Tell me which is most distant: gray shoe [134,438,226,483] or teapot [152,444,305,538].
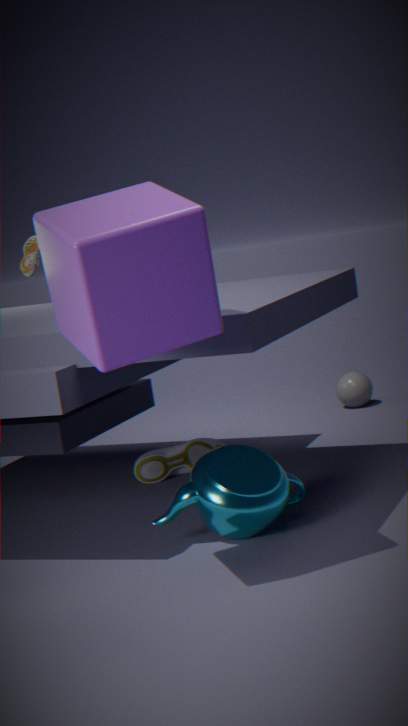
gray shoe [134,438,226,483]
